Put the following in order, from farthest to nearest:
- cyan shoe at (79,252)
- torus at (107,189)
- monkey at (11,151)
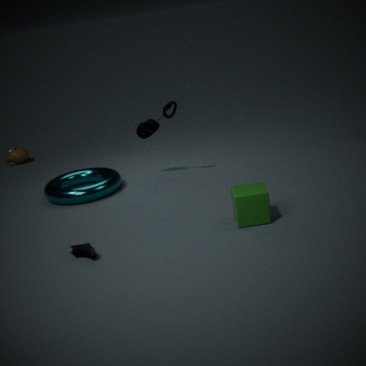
monkey at (11,151), torus at (107,189), cyan shoe at (79,252)
